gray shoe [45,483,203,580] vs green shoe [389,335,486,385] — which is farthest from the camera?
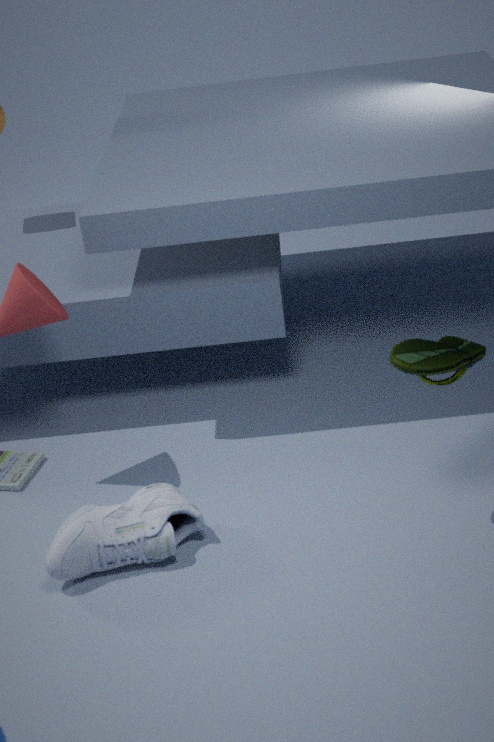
gray shoe [45,483,203,580]
